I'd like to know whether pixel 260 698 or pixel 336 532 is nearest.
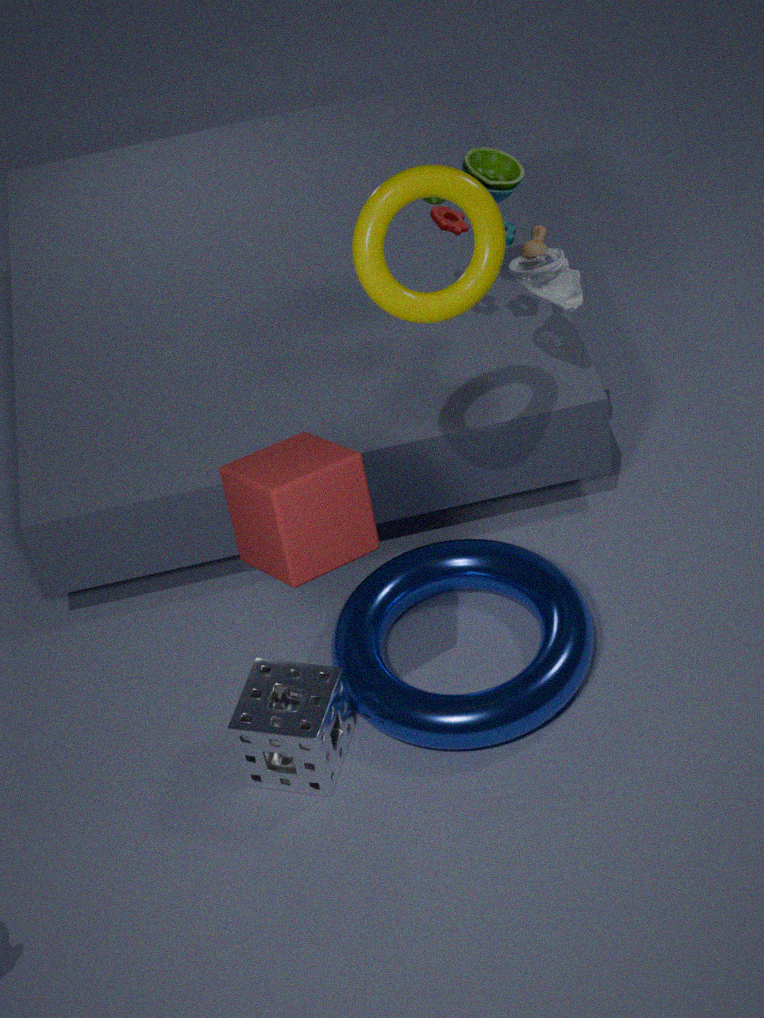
pixel 336 532
